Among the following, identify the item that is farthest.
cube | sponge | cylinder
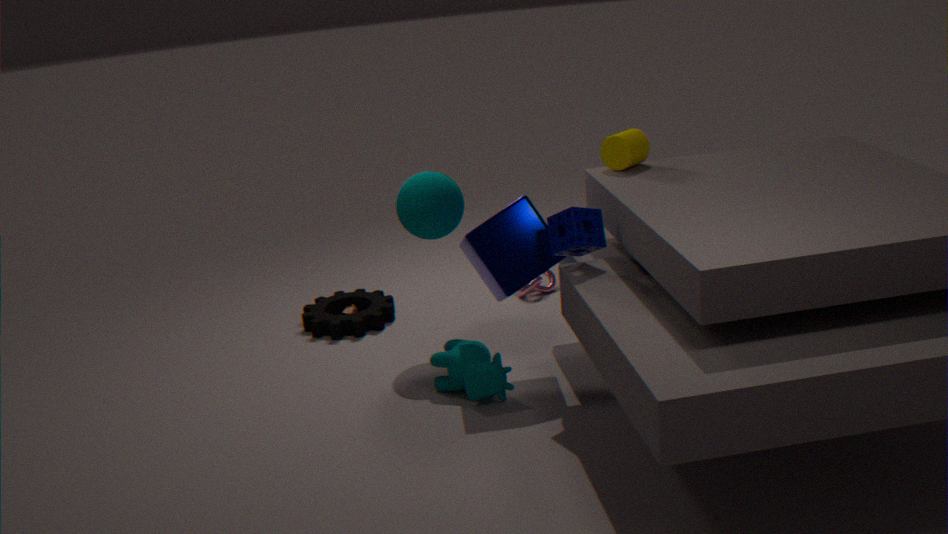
cylinder
